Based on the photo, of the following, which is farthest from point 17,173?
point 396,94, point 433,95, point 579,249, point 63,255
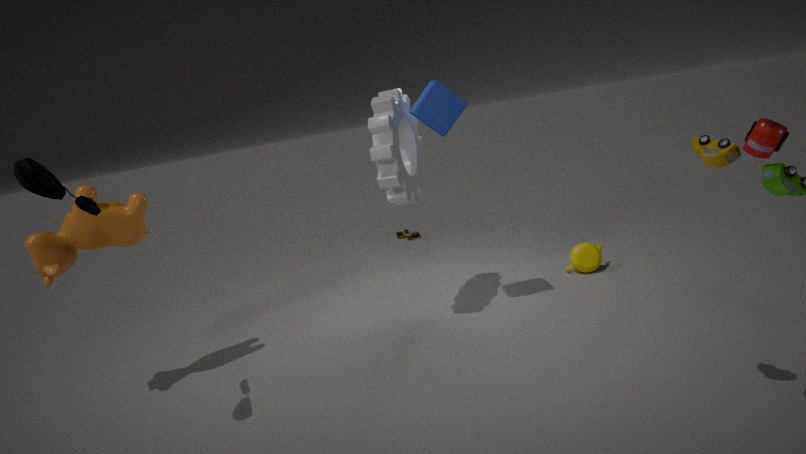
point 579,249
